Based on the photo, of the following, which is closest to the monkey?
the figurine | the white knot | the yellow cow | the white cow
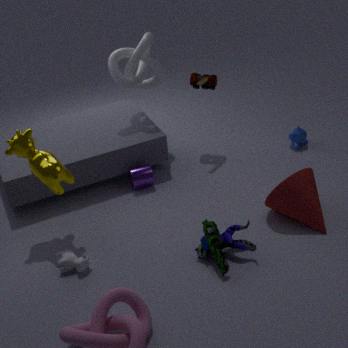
the white knot
